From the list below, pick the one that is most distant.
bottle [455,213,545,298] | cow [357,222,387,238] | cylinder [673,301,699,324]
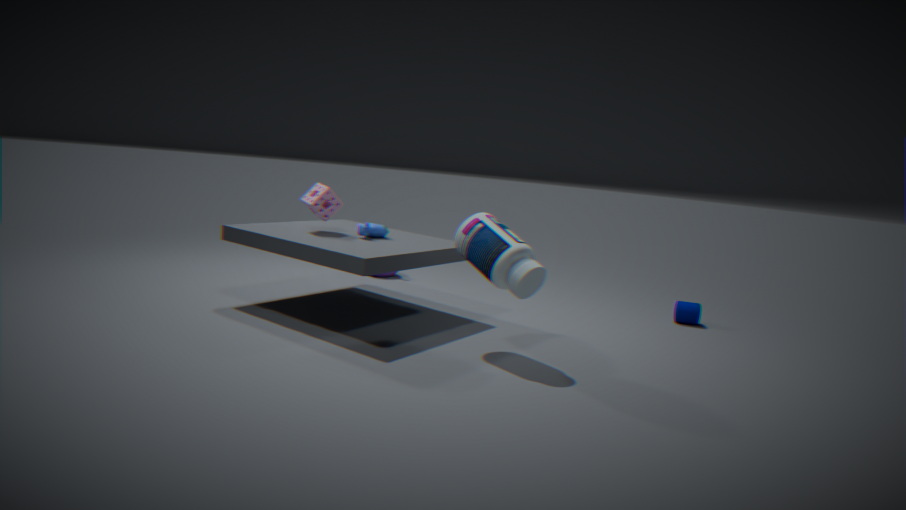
cylinder [673,301,699,324]
